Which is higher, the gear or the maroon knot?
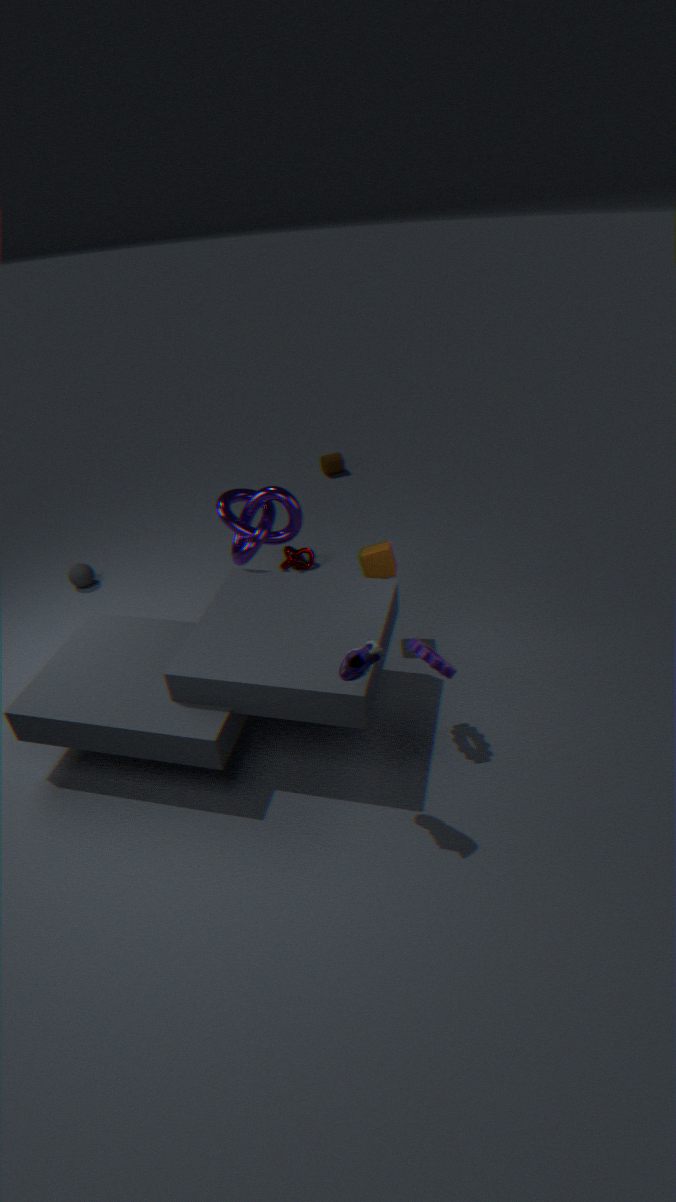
the gear
